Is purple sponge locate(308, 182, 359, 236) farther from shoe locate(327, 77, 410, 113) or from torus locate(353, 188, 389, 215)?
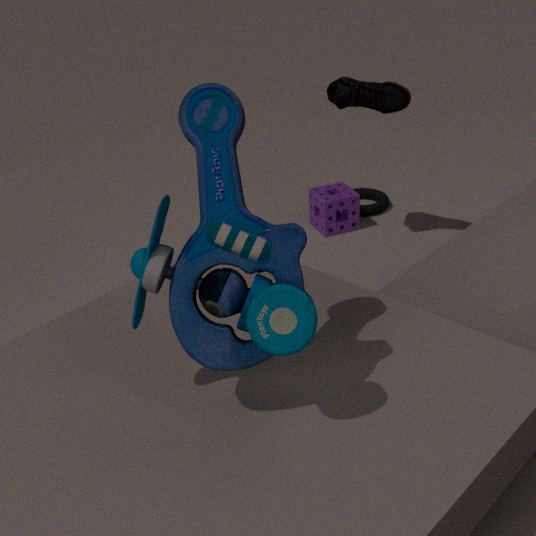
shoe locate(327, 77, 410, 113)
